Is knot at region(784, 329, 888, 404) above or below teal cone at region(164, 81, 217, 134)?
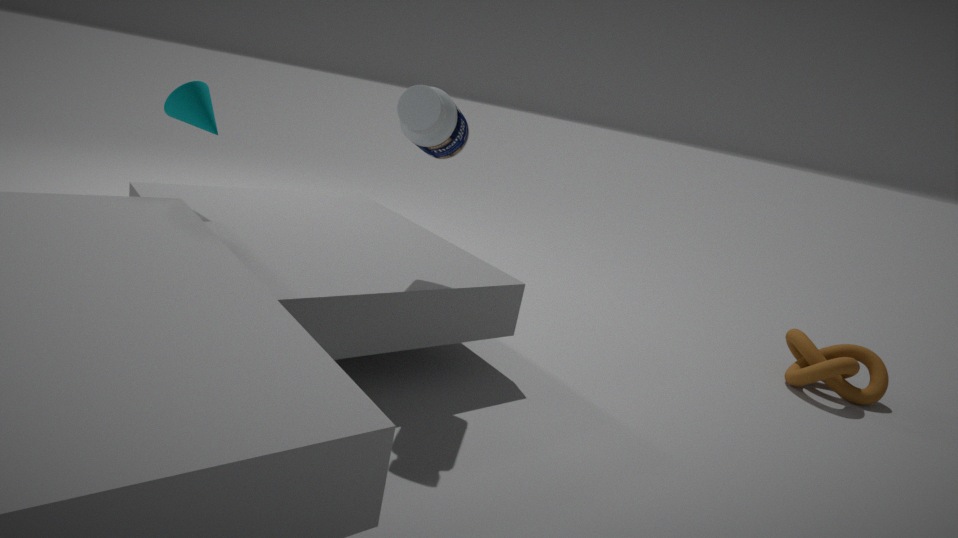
below
